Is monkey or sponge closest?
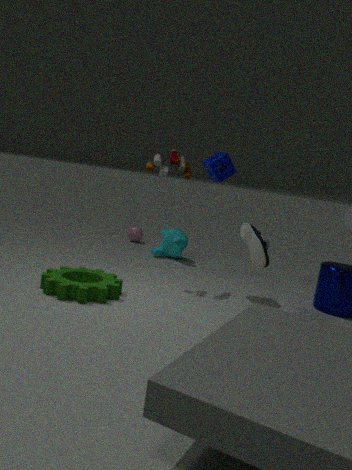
sponge
